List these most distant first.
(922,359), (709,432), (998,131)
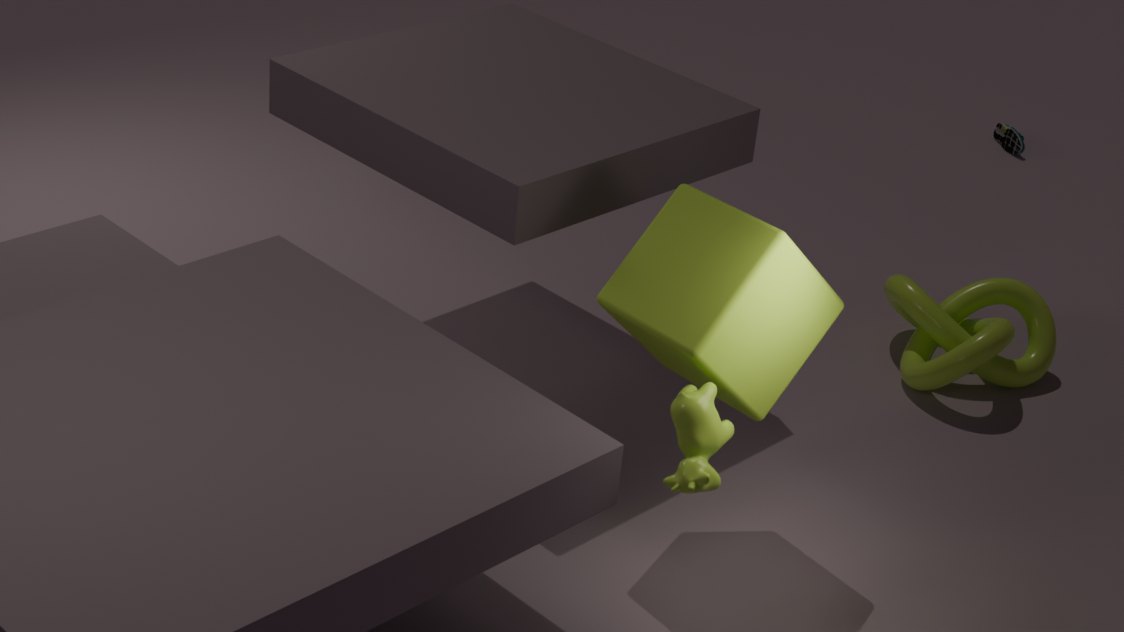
1. (998,131)
2. (922,359)
3. (709,432)
